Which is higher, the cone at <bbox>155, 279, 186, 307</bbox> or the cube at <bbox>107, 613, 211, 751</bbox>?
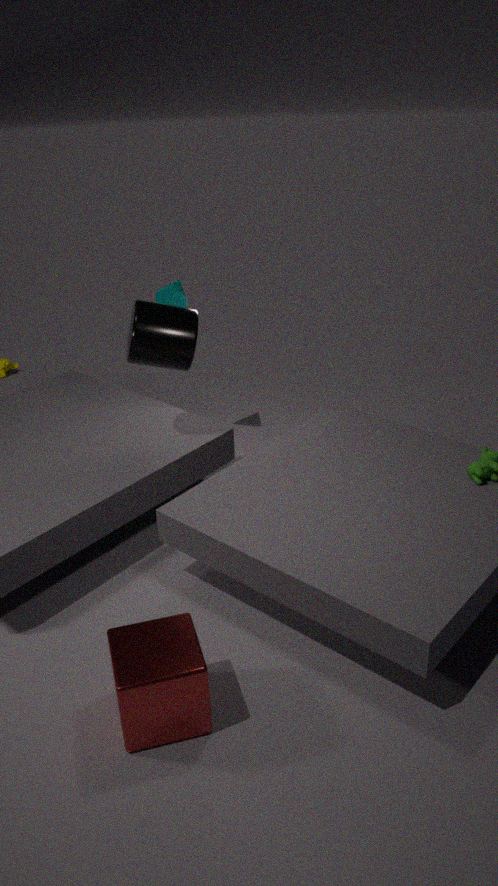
the cone at <bbox>155, 279, 186, 307</bbox>
